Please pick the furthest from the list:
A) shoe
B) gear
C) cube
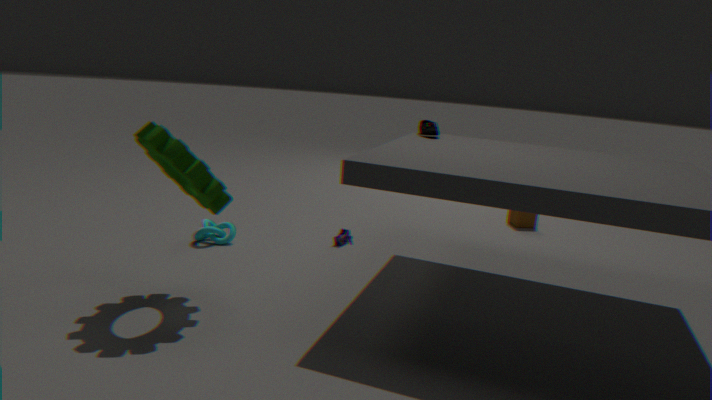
cube
